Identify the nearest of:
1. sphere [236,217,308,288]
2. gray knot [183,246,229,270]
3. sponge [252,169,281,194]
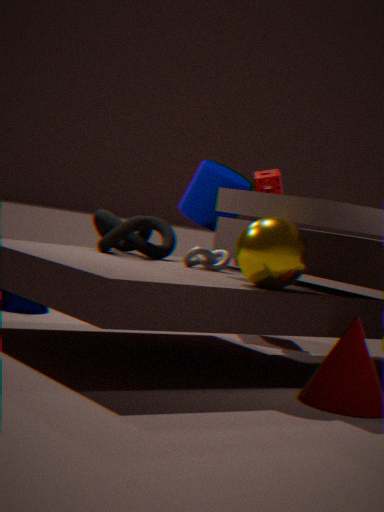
sphere [236,217,308,288]
